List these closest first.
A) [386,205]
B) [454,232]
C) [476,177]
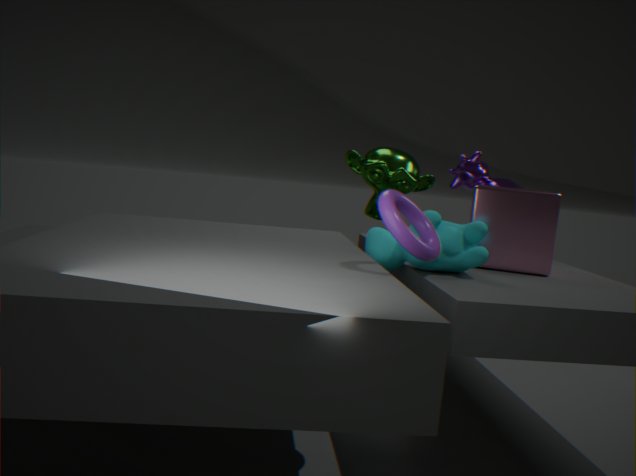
[386,205]
[454,232]
[476,177]
